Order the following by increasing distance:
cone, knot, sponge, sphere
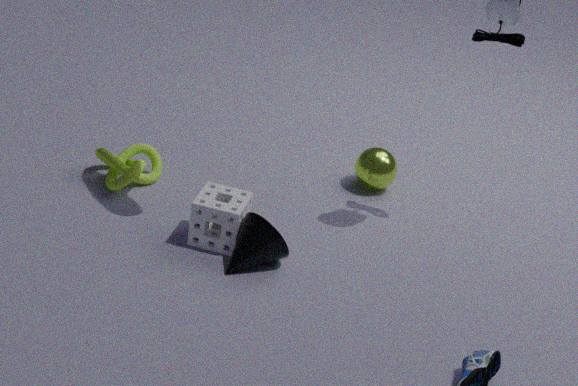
cone, sponge, knot, sphere
